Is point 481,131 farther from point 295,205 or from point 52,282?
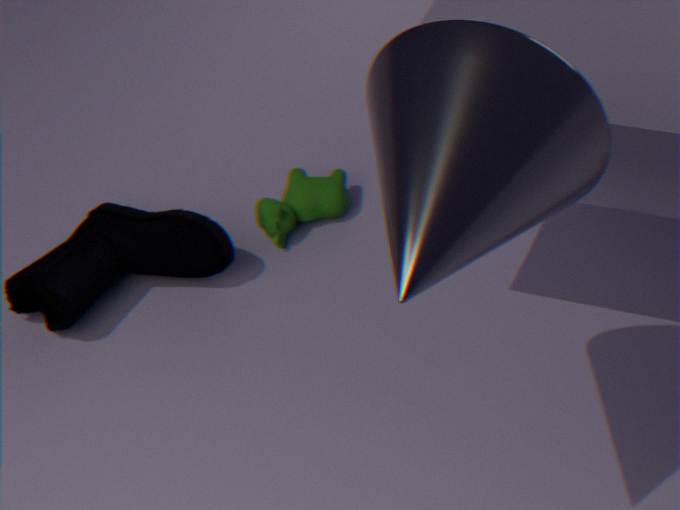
point 52,282
